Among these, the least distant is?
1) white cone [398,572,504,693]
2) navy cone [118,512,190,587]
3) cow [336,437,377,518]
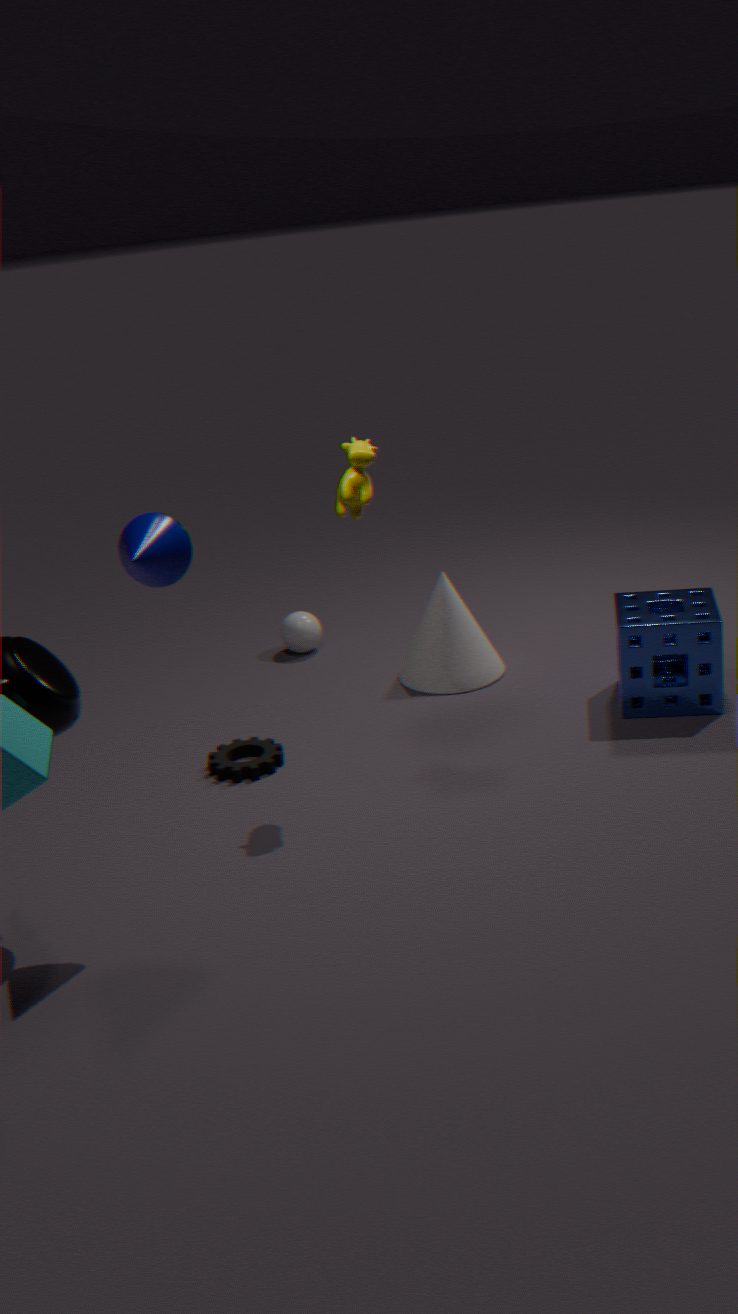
2. navy cone [118,512,190,587]
